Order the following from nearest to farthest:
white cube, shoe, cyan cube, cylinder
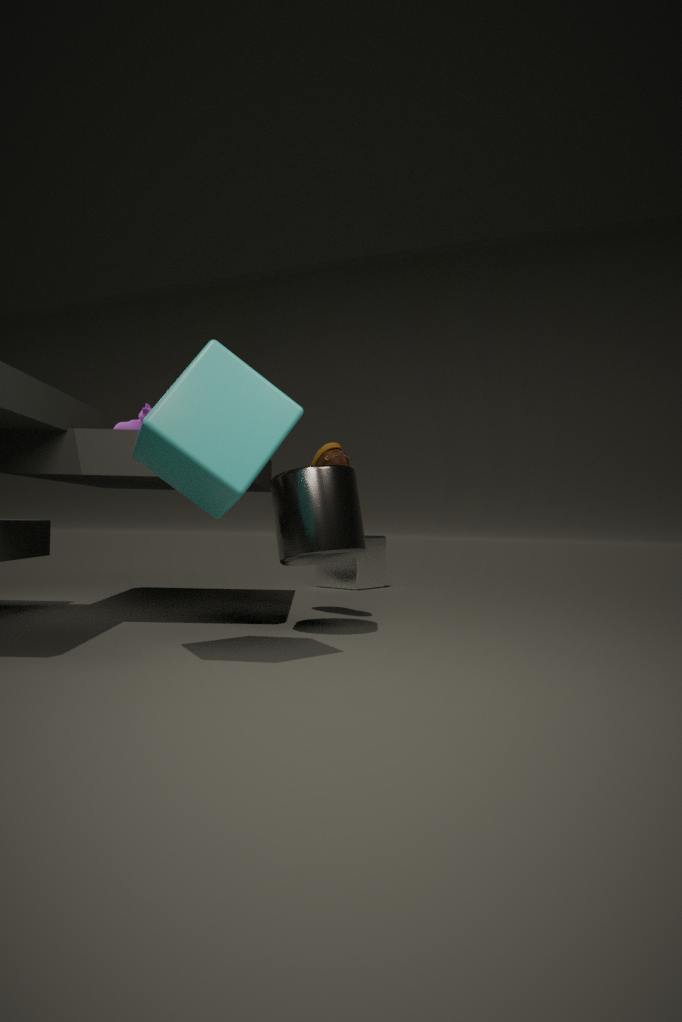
1. cyan cube
2. cylinder
3. shoe
4. white cube
